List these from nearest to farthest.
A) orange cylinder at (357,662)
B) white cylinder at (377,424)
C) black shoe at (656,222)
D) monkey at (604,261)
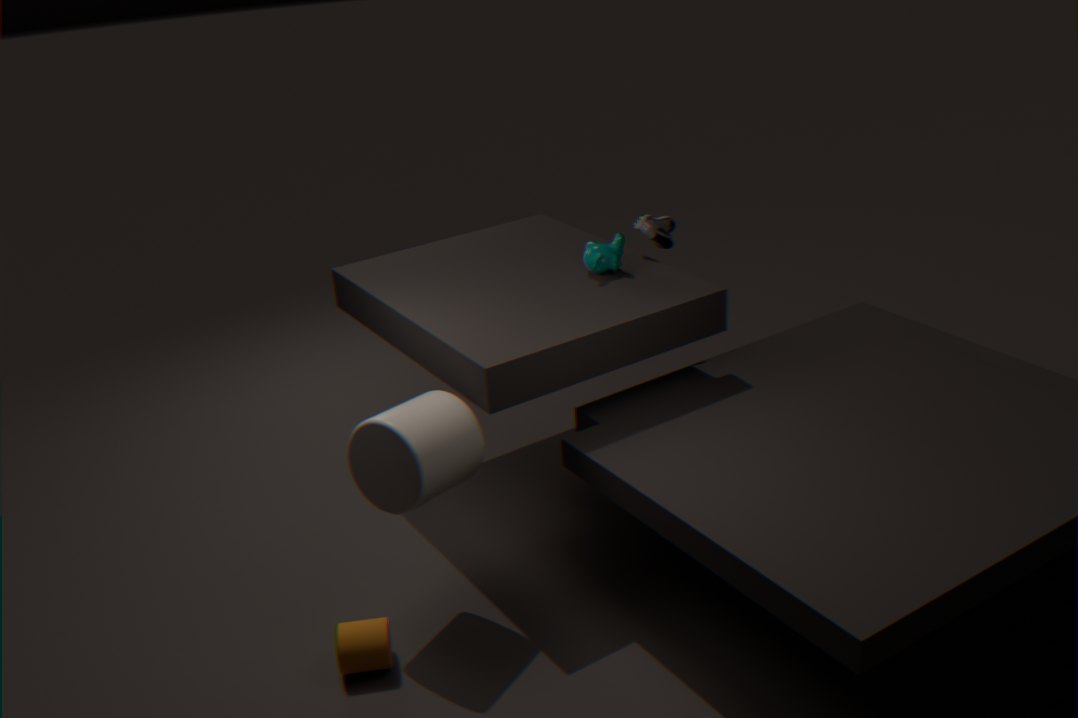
1. white cylinder at (377,424)
2. orange cylinder at (357,662)
3. monkey at (604,261)
4. black shoe at (656,222)
